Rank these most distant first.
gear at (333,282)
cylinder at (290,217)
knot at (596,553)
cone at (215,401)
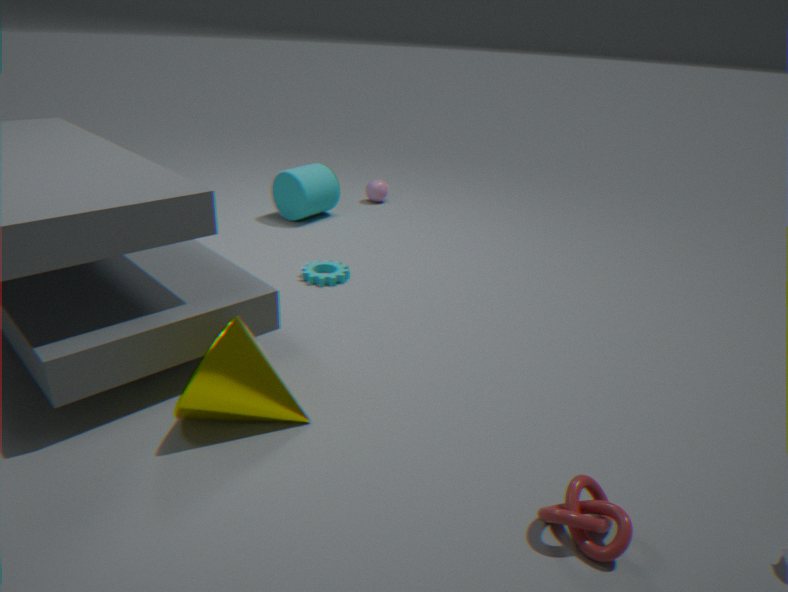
cylinder at (290,217), gear at (333,282), cone at (215,401), knot at (596,553)
